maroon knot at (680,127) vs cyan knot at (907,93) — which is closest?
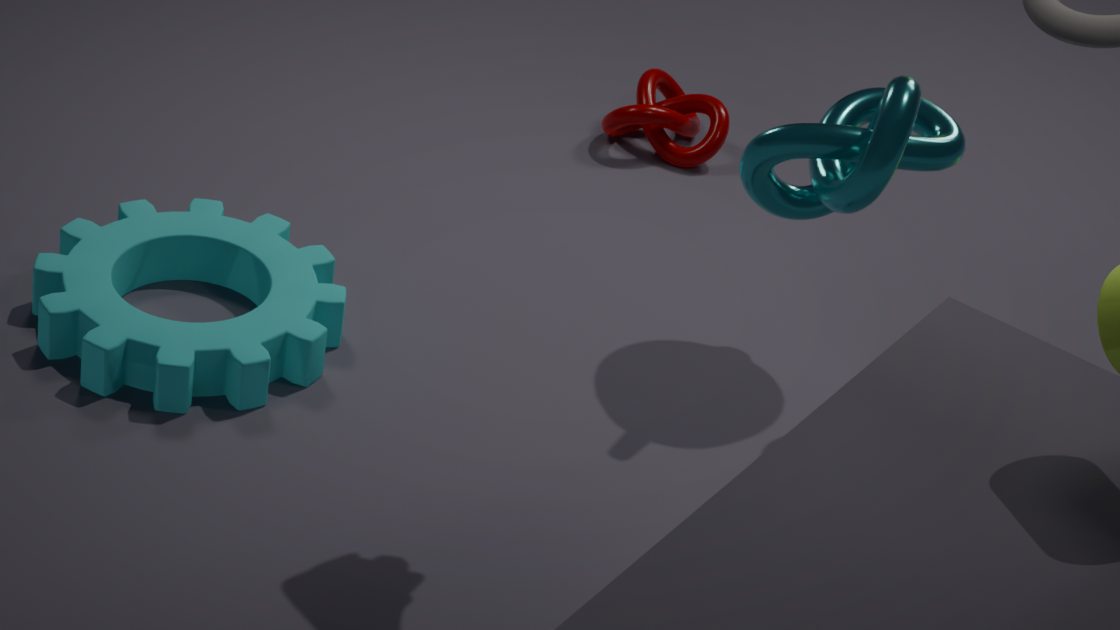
cyan knot at (907,93)
